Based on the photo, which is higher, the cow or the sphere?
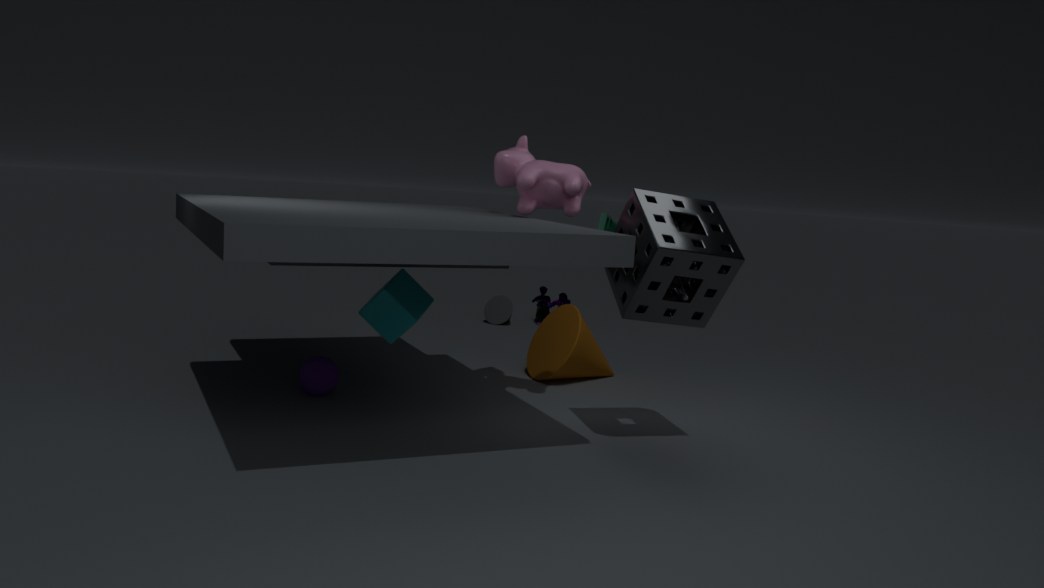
the cow
